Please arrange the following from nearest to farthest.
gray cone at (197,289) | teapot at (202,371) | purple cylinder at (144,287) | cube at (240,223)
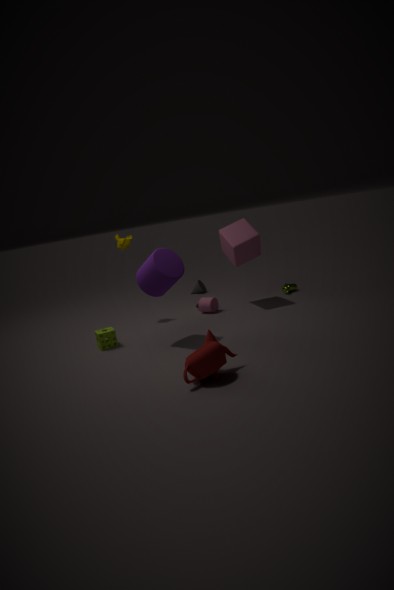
teapot at (202,371)
purple cylinder at (144,287)
cube at (240,223)
gray cone at (197,289)
